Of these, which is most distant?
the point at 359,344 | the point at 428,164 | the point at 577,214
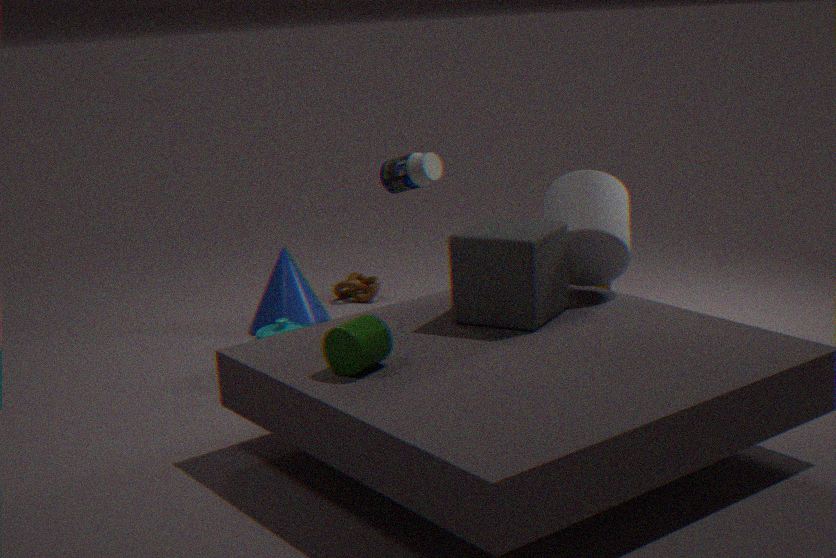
the point at 428,164
